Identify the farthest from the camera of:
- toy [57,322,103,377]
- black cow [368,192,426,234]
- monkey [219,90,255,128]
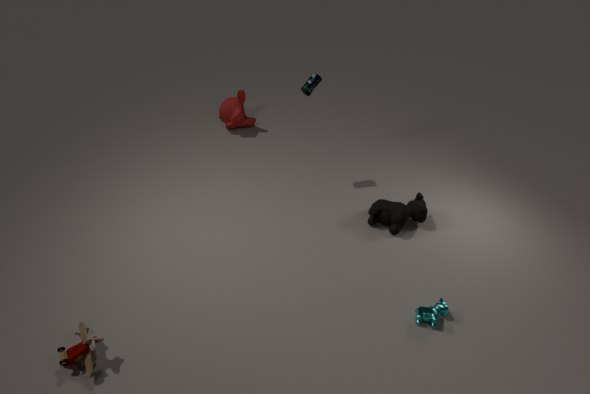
monkey [219,90,255,128]
